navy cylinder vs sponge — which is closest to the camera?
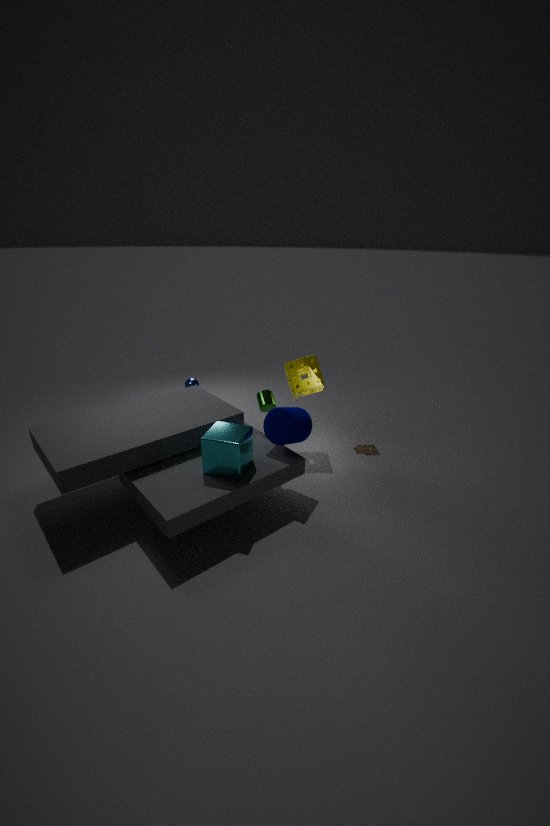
navy cylinder
